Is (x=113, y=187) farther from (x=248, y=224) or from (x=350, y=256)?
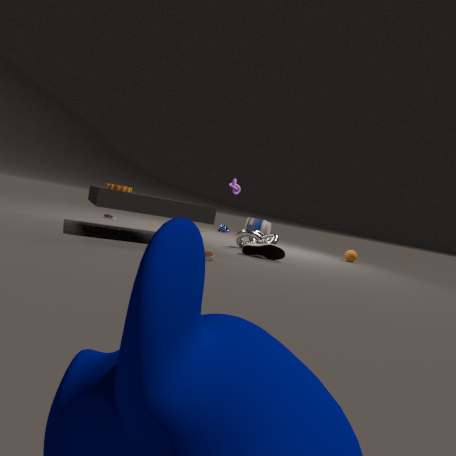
(x=248, y=224)
